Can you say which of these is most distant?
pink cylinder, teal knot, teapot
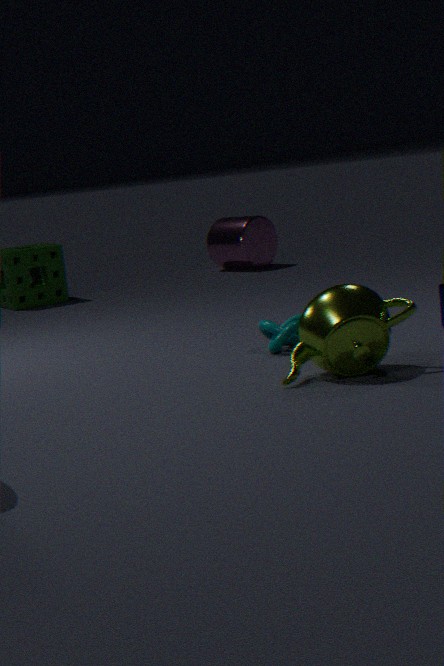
pink cylinder
